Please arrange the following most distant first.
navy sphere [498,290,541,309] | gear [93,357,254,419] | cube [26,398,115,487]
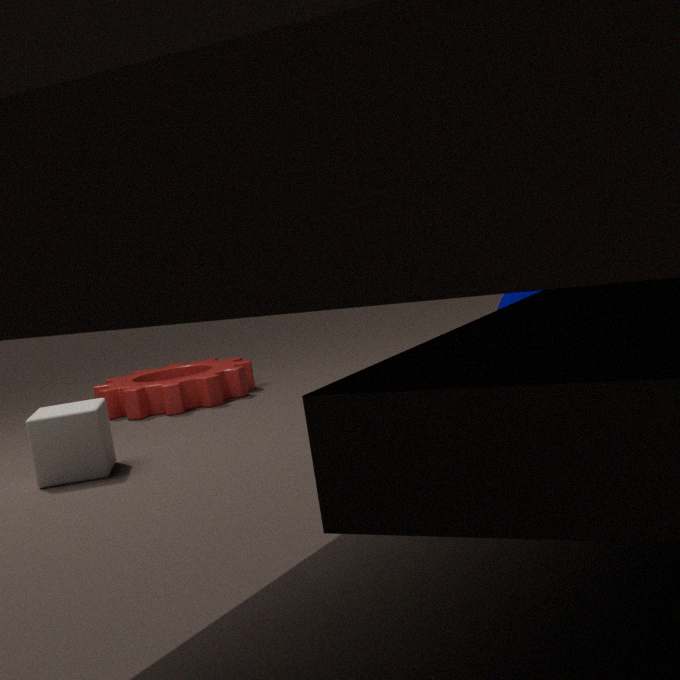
gear [93,357,254,419] → navy sphere [498,290,541,309] → cube [26,398,115,487]
